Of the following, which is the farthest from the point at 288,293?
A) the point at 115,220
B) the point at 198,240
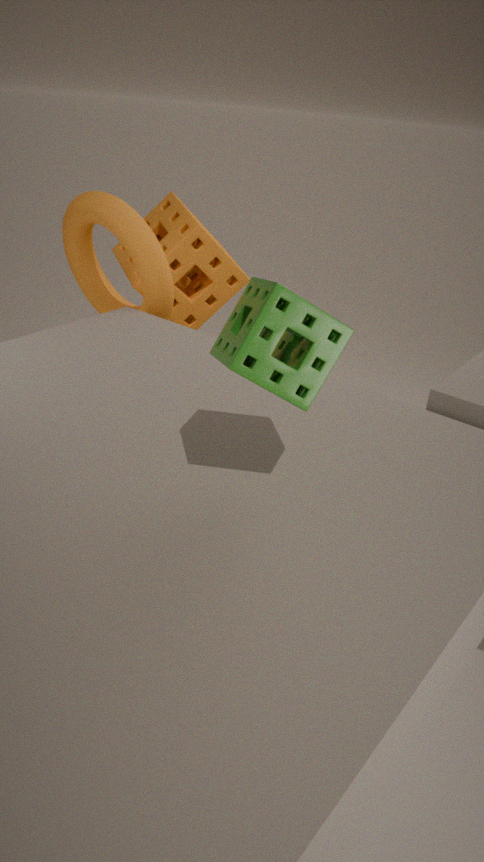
the point at 198,240
